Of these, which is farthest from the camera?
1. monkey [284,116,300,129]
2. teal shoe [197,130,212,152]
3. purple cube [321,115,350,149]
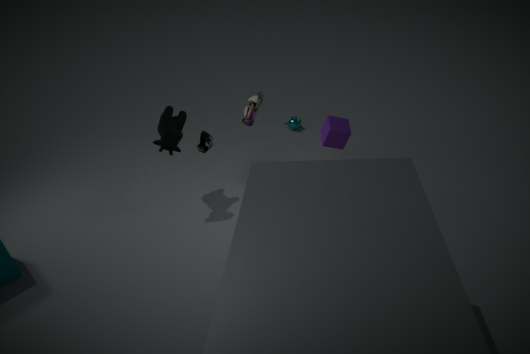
monkey [284,116,300,129]
